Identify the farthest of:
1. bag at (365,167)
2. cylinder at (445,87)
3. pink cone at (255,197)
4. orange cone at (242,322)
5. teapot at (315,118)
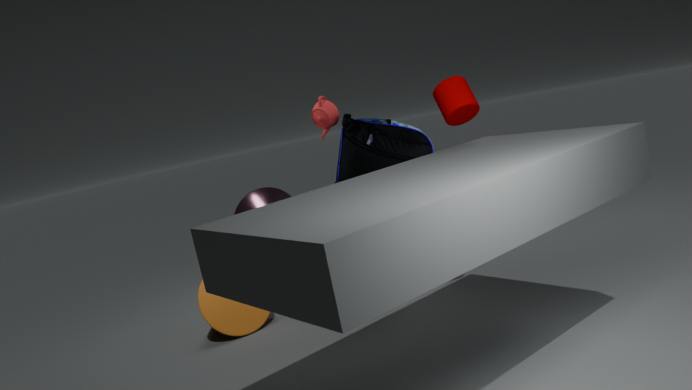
pink cone at (255,197)
